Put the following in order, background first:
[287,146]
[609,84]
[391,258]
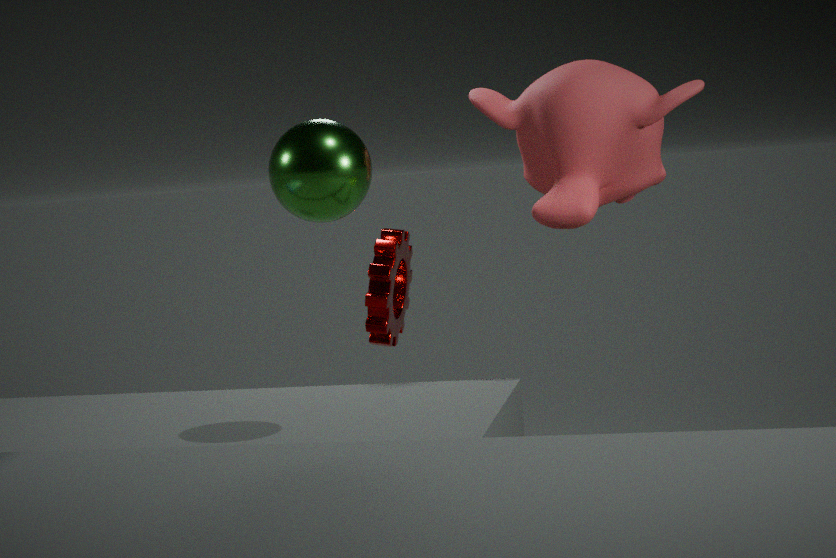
[391,258] < [609,84] < [287,146]
